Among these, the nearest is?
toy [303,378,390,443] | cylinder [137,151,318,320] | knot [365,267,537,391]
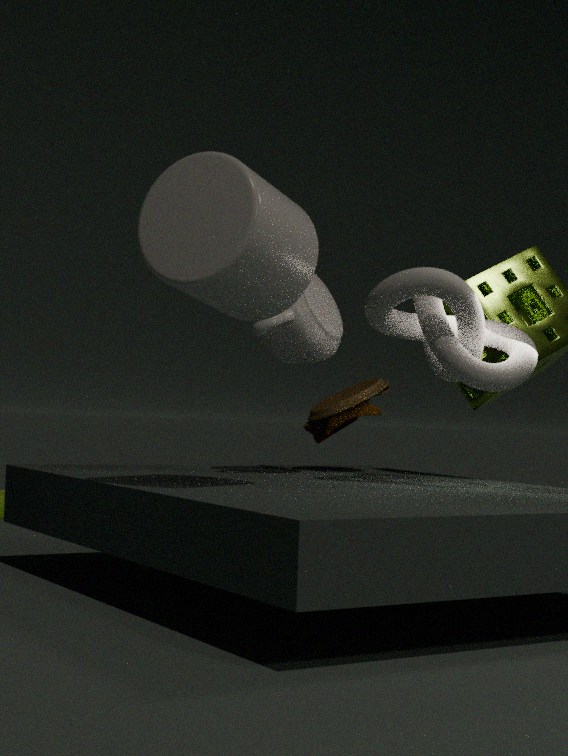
cylinder [137,151,318,320]
